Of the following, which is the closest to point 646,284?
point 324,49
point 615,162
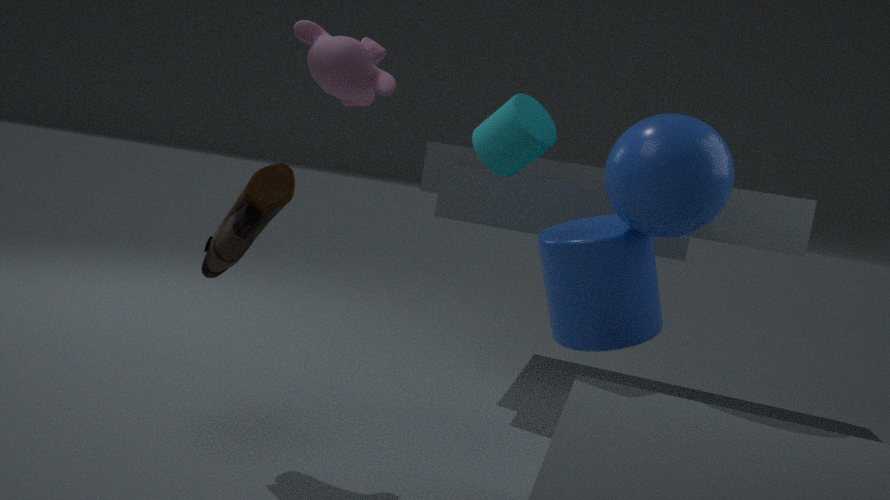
point 615,162
